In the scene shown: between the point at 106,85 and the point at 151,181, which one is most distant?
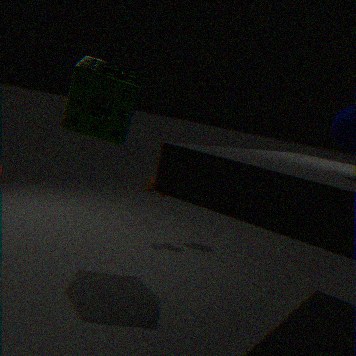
the point at 151,181
